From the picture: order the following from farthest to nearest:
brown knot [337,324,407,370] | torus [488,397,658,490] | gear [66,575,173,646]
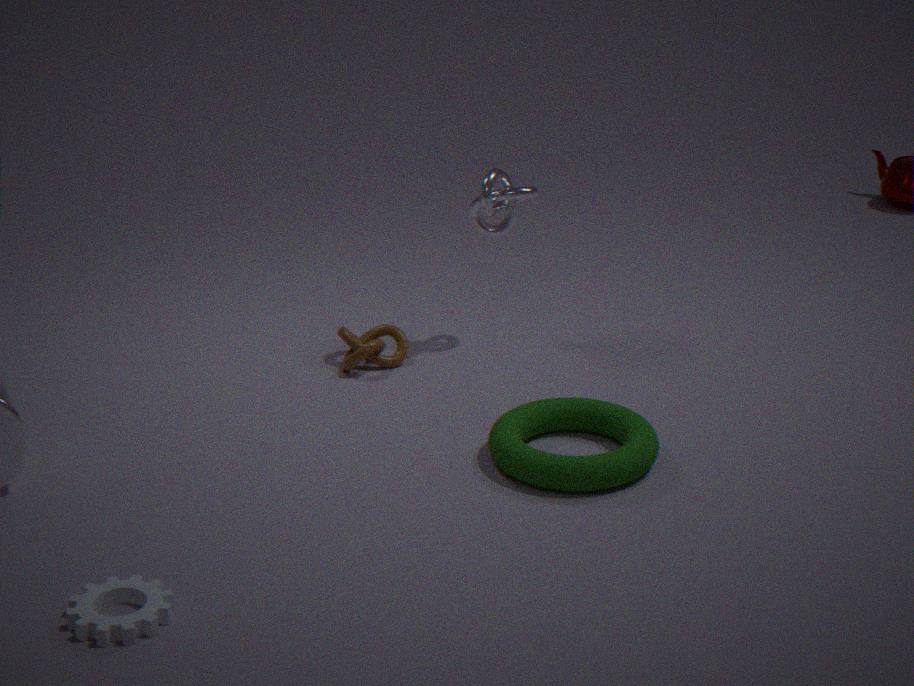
brown knot [337,324,407,370] → torus [488,397,658,490] → gear [66,575,173,646]
